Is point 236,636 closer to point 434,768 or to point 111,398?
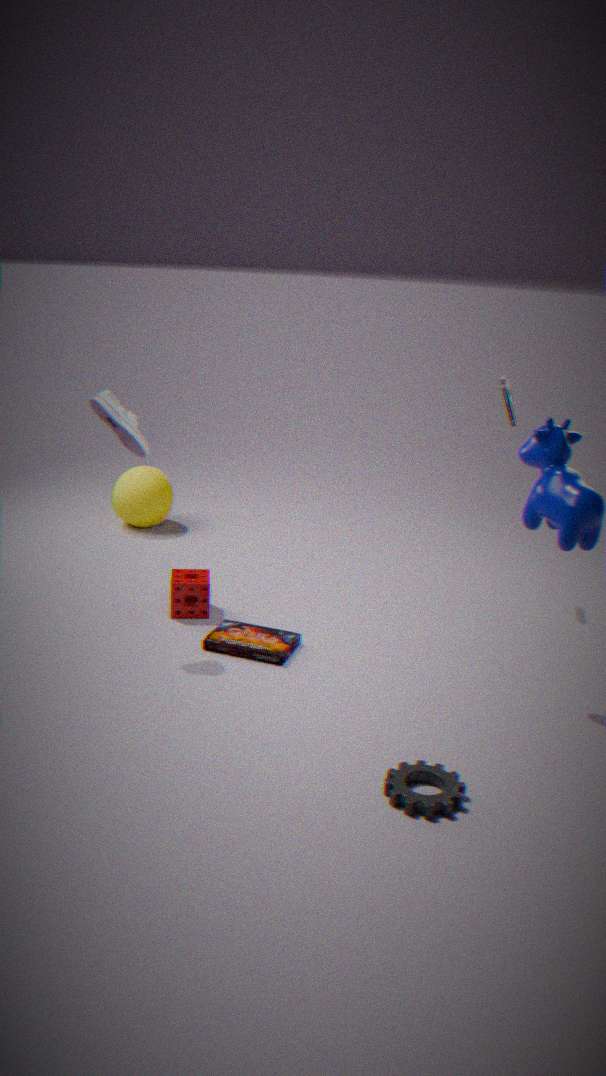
point 111,398
